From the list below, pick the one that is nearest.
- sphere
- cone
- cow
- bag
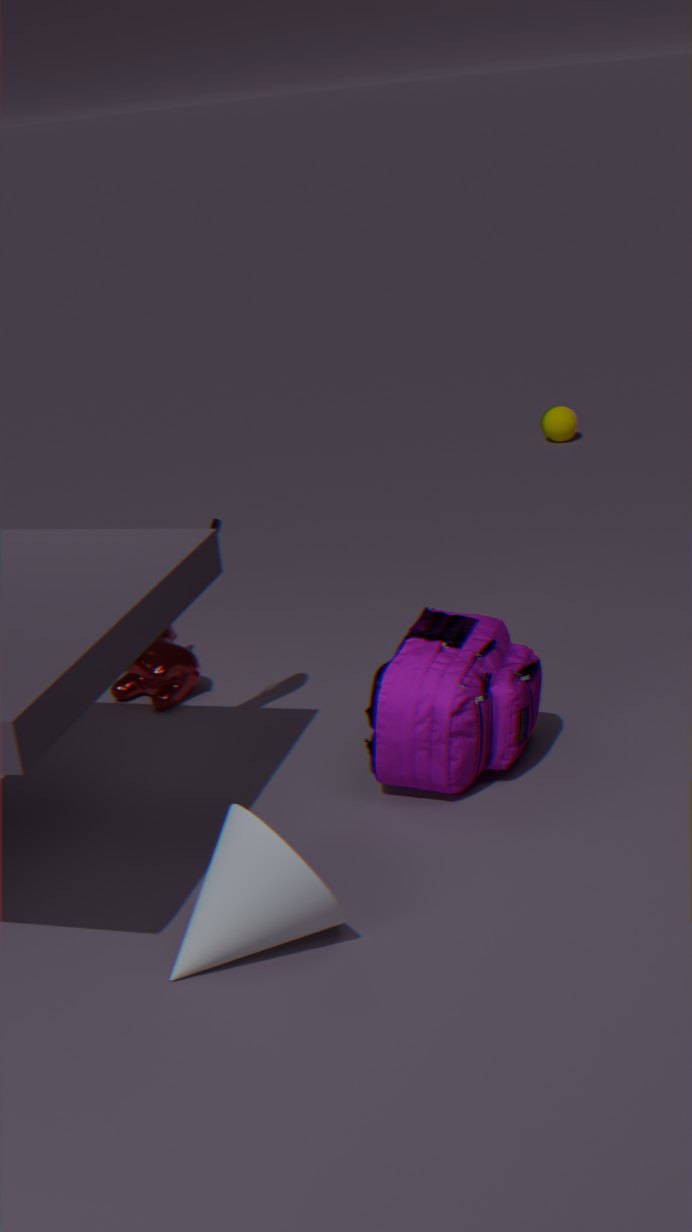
cone
